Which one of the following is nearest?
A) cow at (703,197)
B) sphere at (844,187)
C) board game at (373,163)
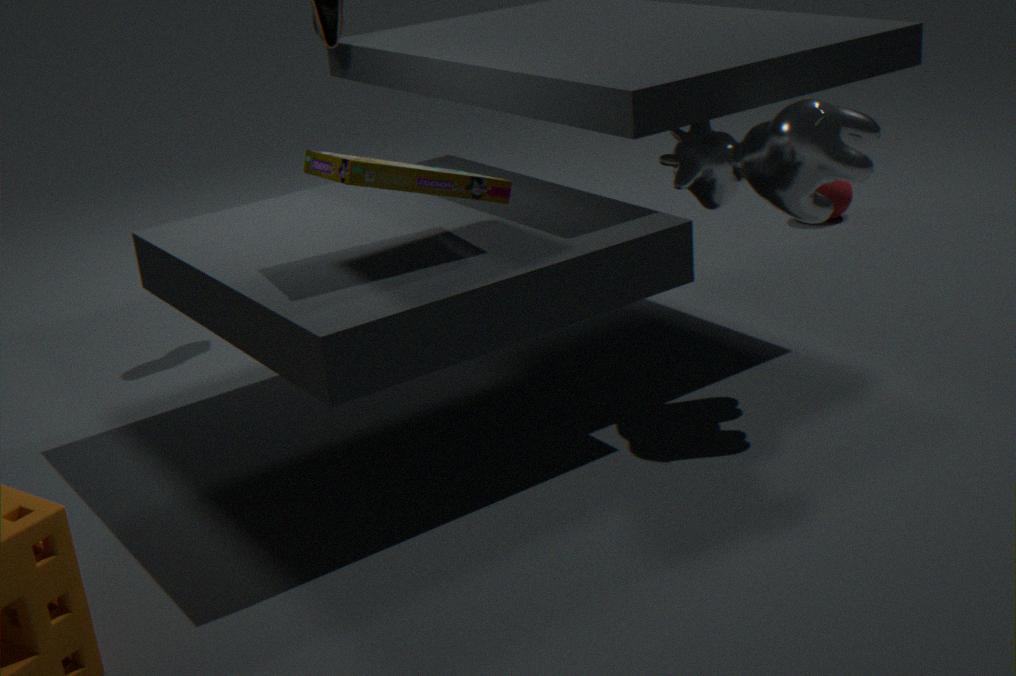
board game at (373,163)
